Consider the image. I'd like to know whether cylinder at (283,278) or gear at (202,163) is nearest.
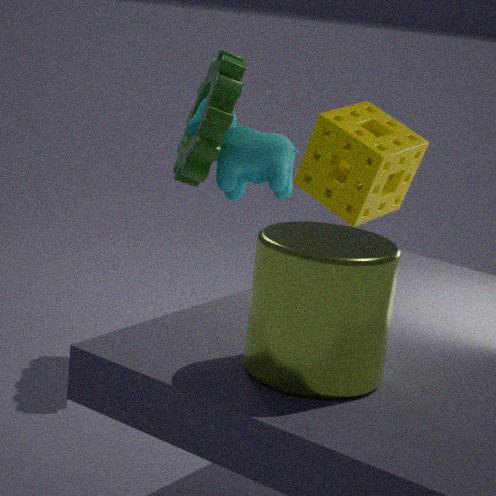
cylinder at (283,278)
